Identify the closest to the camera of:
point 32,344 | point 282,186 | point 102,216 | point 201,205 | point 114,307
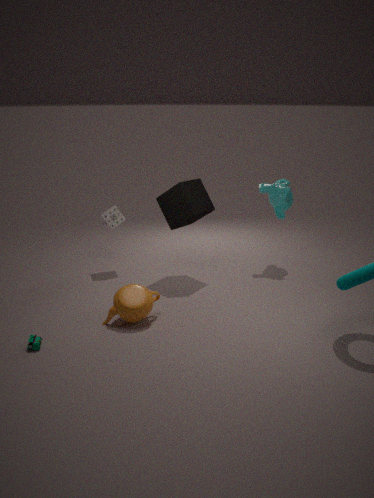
point 32,344
